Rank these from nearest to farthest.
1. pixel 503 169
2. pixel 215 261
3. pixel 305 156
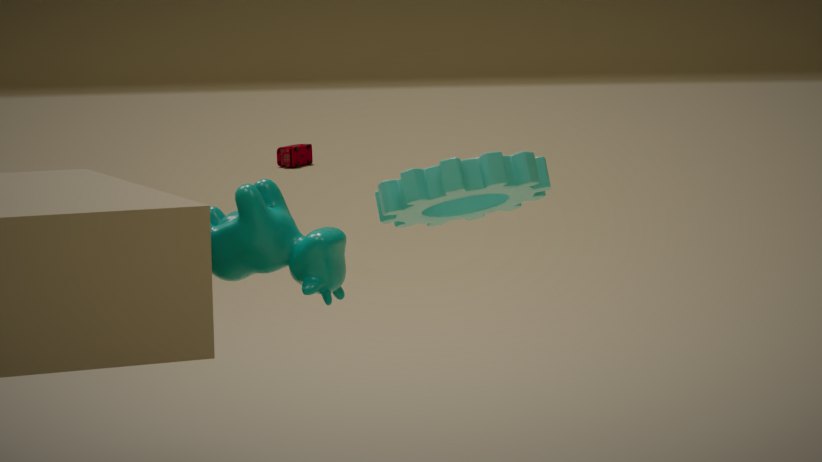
1. pixel 503 169
2. pixel 215 261
3. pixel 305 156
